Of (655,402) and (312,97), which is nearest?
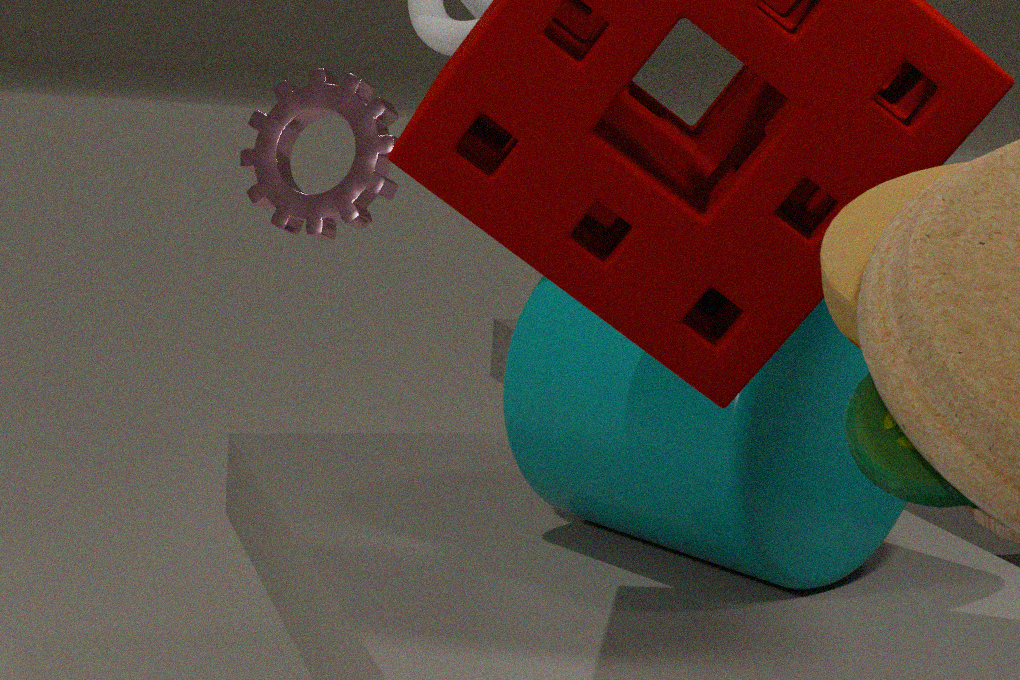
(655,402)
